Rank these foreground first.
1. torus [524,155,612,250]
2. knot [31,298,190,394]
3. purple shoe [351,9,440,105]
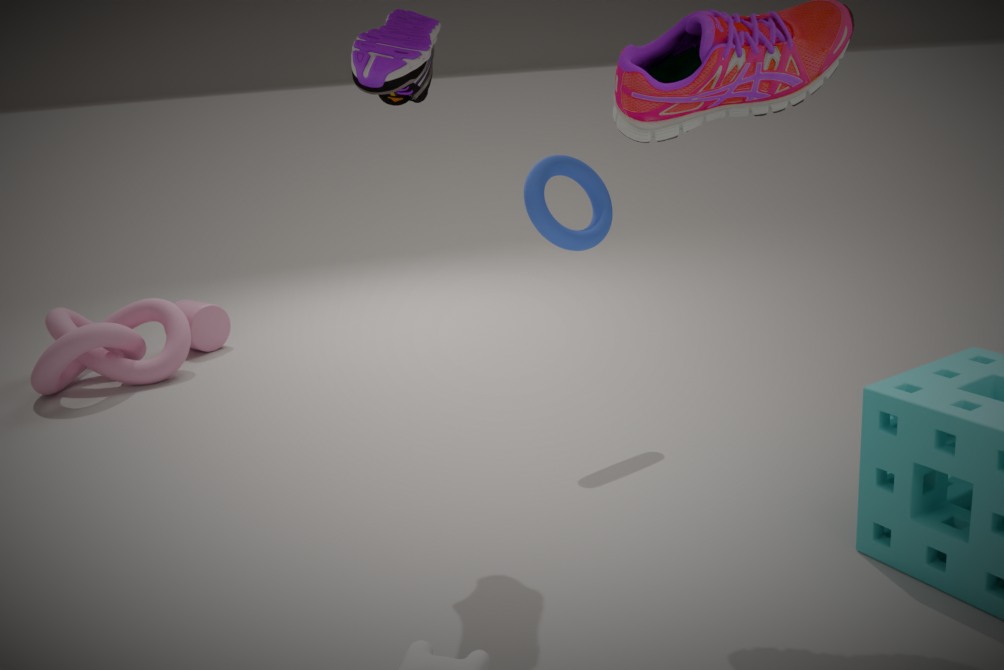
purple shoe [351,9,440,105] < torus [524,155,612,250] < knot [31,298,190,394]
